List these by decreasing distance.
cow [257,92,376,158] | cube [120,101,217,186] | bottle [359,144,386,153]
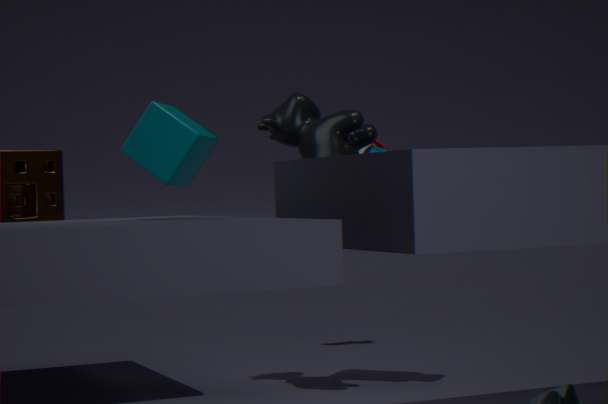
bottle [359,144,386,153] < cow [257,92,376,158] < cube [120,101,217,186]
